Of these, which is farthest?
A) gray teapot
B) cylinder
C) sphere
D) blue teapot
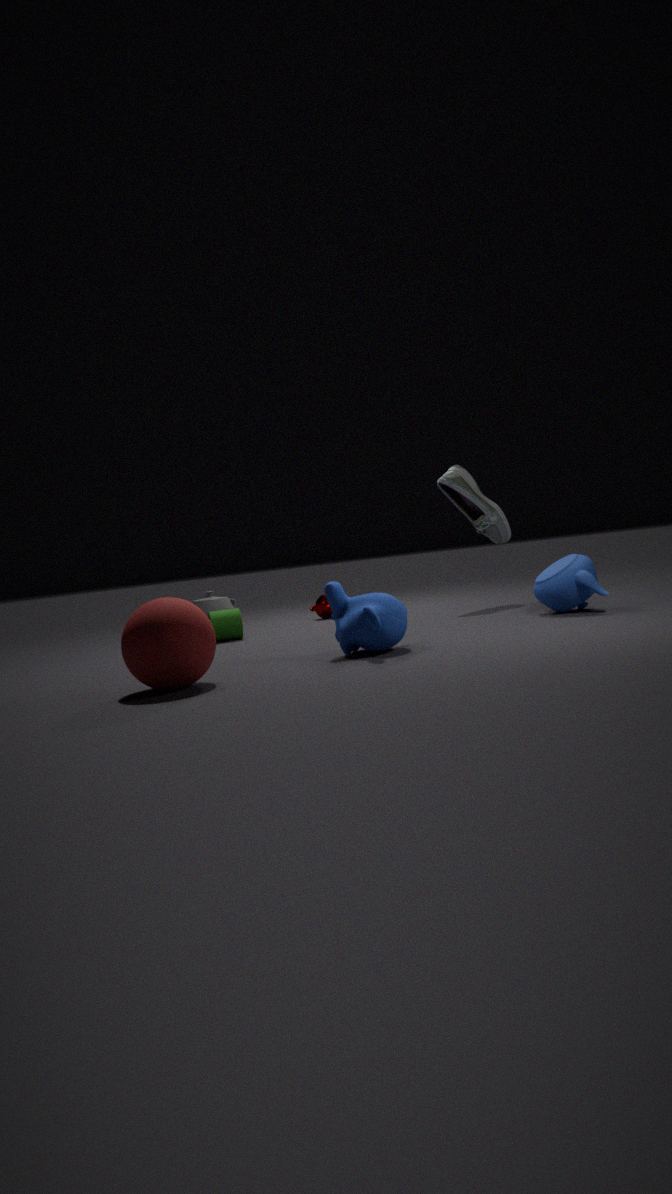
gray teapot
